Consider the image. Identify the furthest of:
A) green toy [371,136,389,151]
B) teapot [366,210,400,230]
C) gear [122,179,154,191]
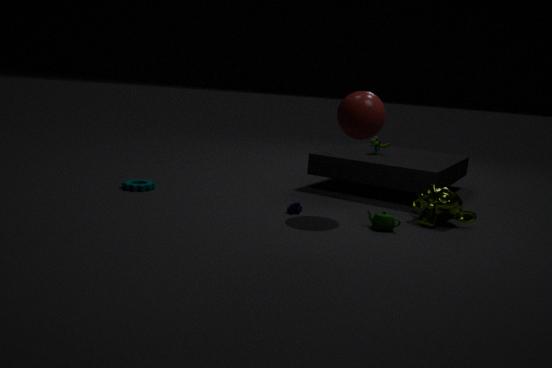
A. green toy [371,136,389,151]
